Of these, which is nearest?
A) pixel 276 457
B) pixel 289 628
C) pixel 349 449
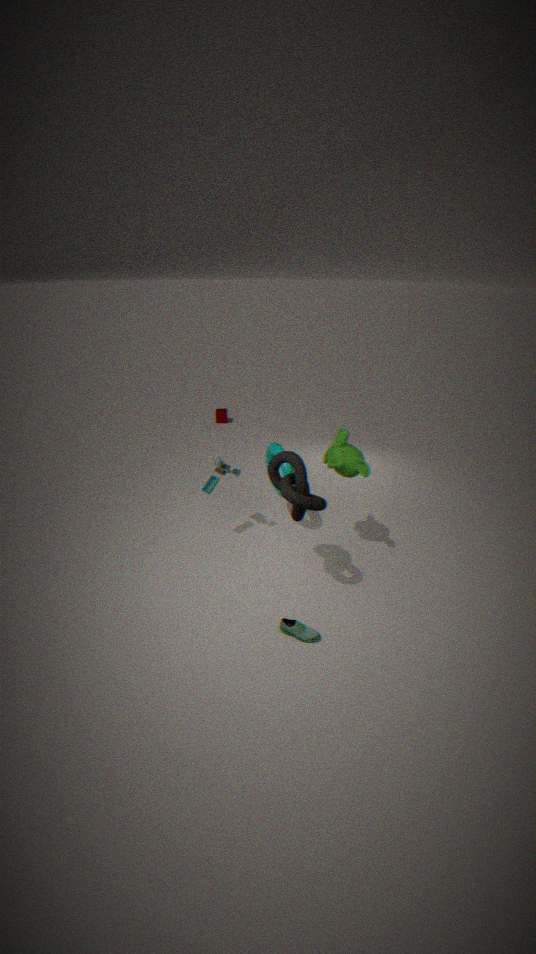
pixel 276 457
